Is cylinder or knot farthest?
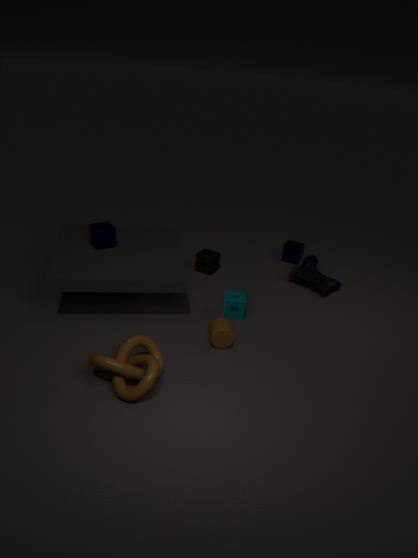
cylinder
